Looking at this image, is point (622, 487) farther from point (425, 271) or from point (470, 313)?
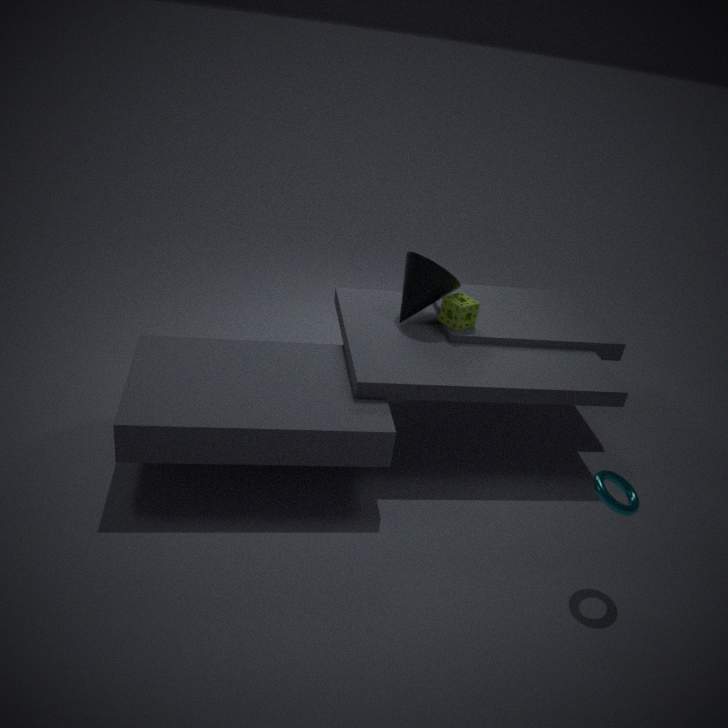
point (425, 271)
